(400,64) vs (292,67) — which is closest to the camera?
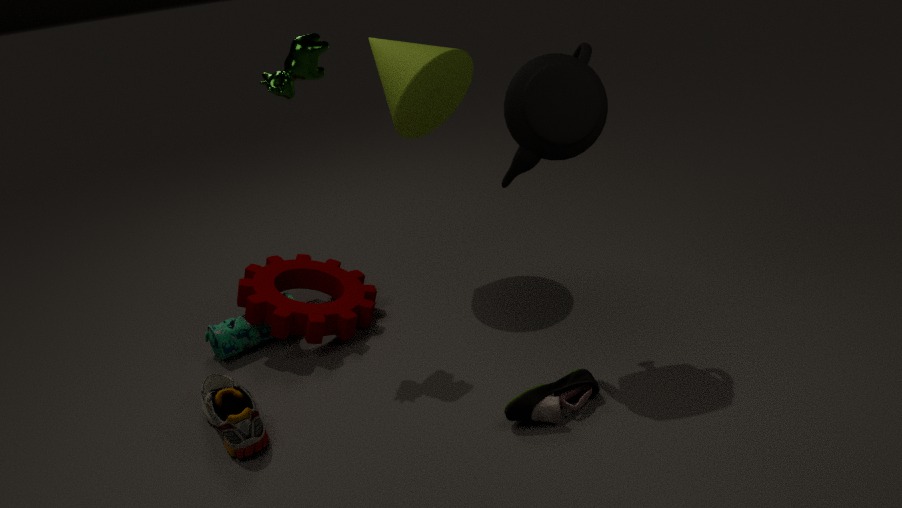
(292,67)
